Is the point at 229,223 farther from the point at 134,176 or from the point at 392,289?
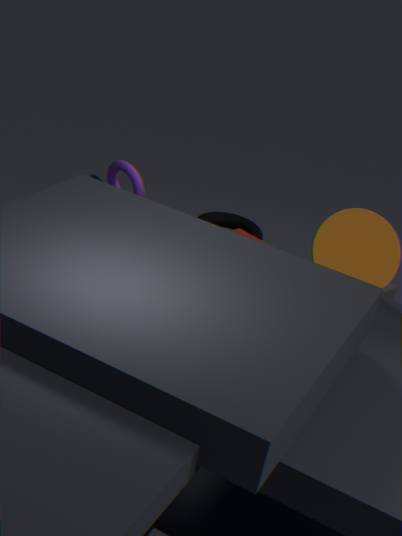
the point at 134,176
